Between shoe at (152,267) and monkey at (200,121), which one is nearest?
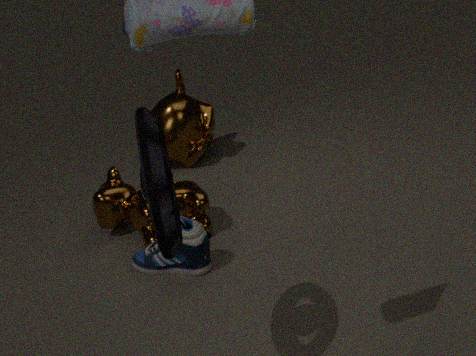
shoe at (152,267)
